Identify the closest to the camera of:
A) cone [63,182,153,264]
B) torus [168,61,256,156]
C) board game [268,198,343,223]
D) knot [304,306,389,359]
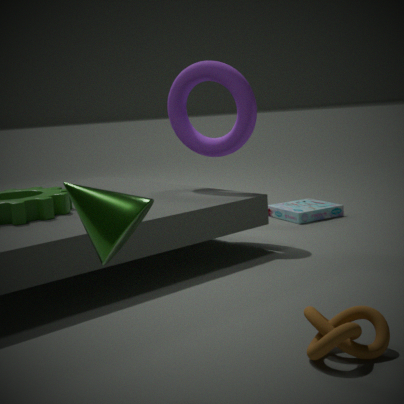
cone [63,182,153,264]
